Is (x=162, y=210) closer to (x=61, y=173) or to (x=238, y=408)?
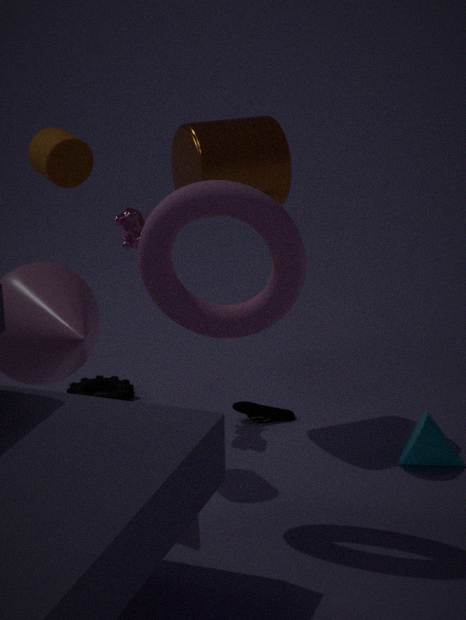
(x=61, y=173)
